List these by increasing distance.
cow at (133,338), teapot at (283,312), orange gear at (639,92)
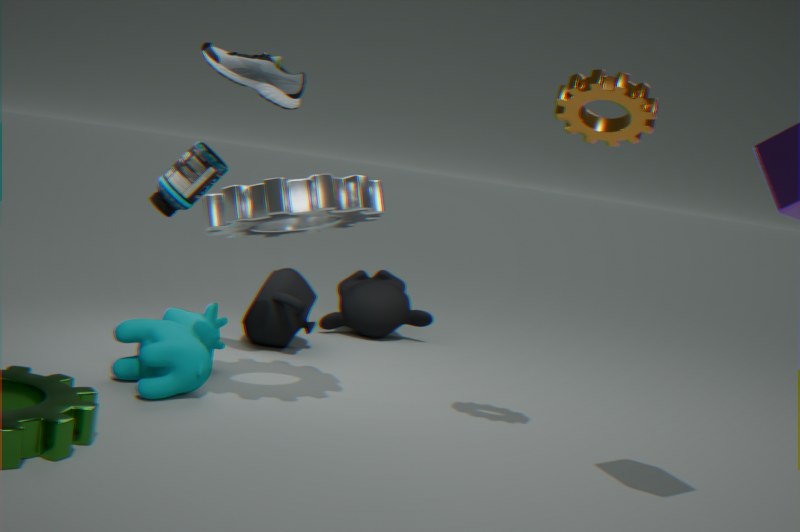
orange gear at (639,92)
cow at (133,338)
teapot at (283,312)
